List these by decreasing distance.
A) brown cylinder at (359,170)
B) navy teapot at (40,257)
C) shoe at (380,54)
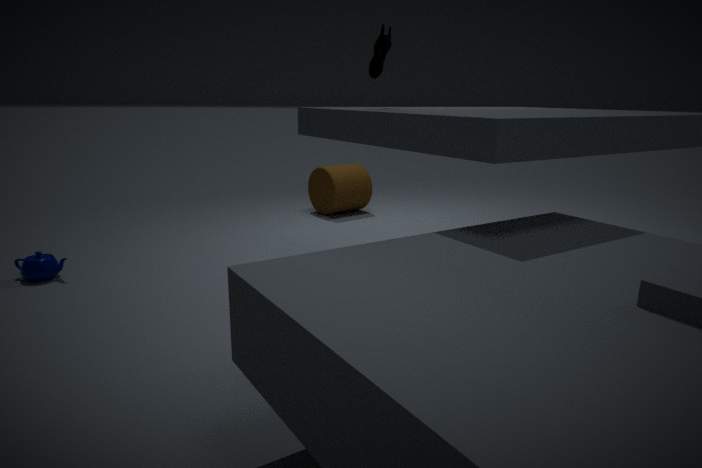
brown cylinder at (359,170), navy teapot at (40,257), shoe at (380,54)
